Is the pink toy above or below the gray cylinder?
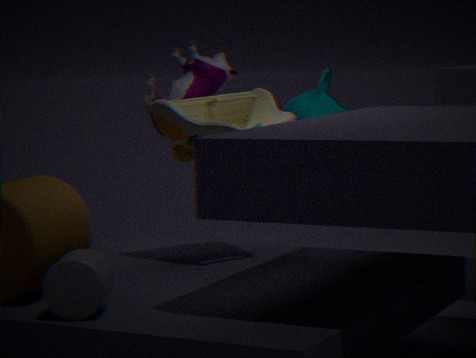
above
